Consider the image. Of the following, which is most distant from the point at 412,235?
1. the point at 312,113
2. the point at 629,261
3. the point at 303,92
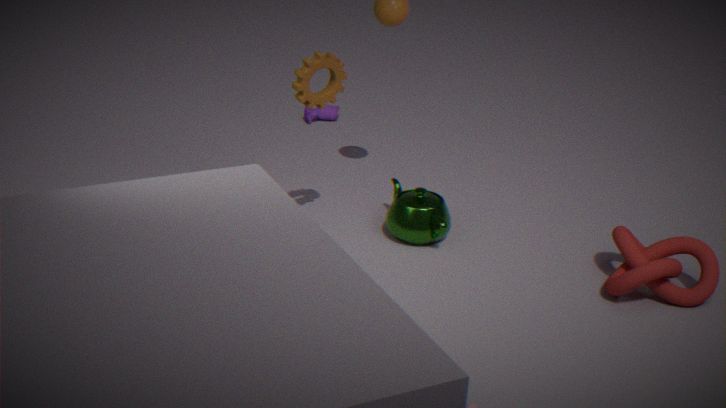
the point at 312,113
